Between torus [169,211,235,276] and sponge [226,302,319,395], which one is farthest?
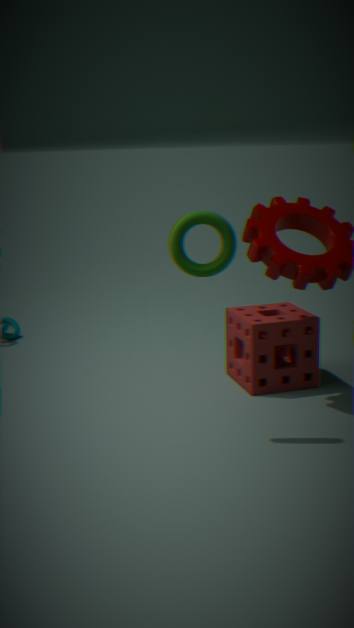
sponge [226,302,319,395]
